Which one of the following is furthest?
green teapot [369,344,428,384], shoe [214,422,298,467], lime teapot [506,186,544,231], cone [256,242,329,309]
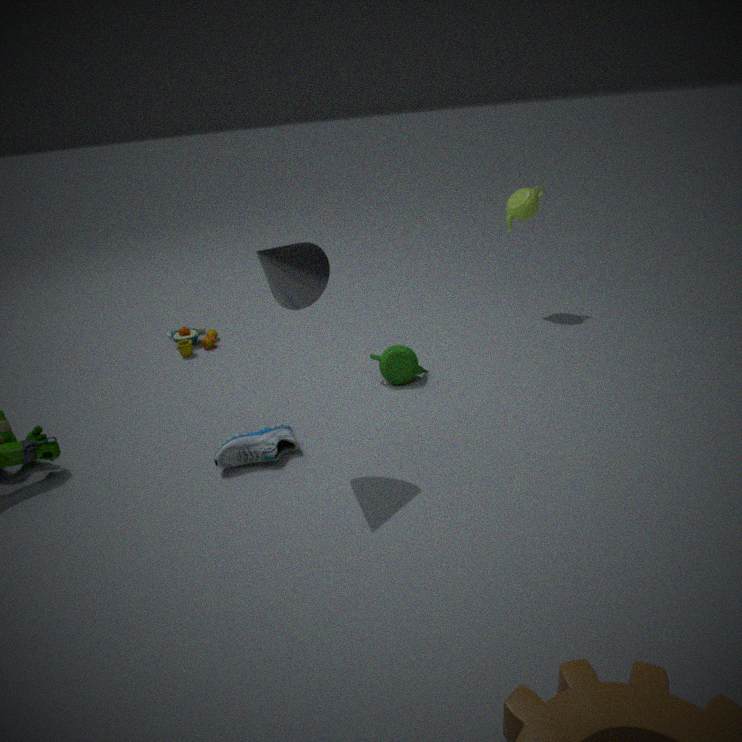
lime teapot [506,186,544,231]
